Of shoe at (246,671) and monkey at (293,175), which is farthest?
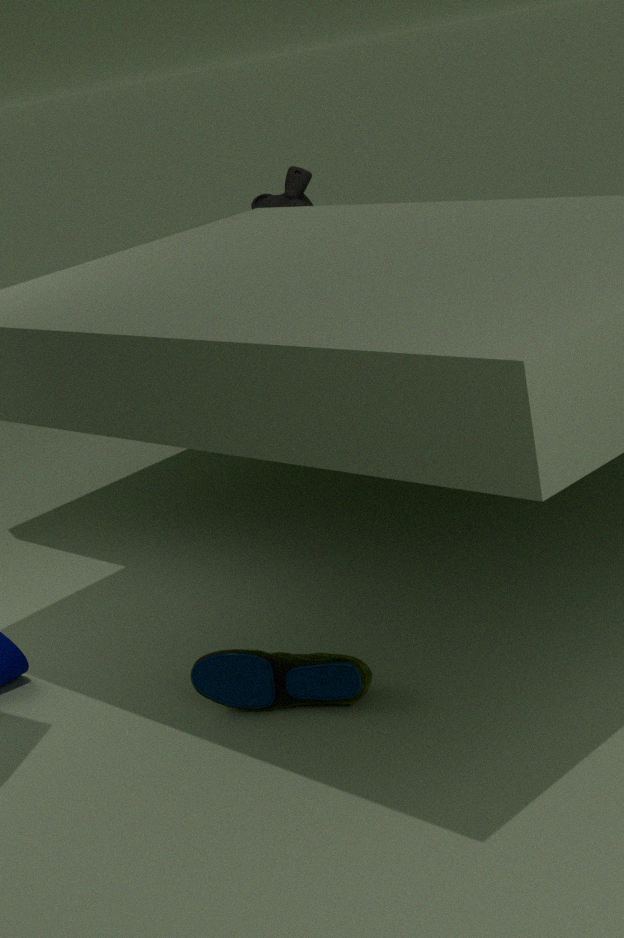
monkey at (293,175)
